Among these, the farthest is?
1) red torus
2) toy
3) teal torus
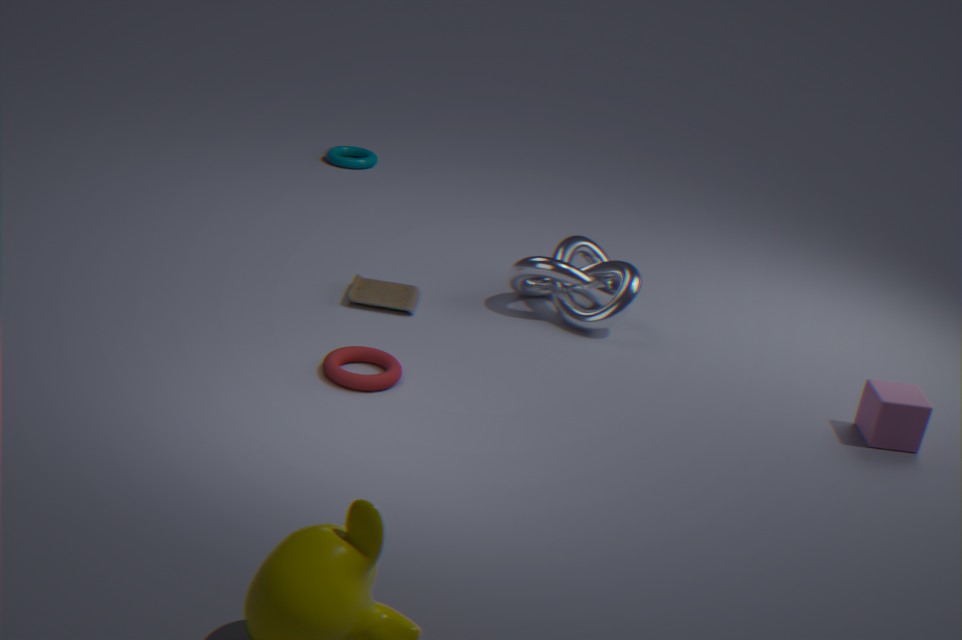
3
